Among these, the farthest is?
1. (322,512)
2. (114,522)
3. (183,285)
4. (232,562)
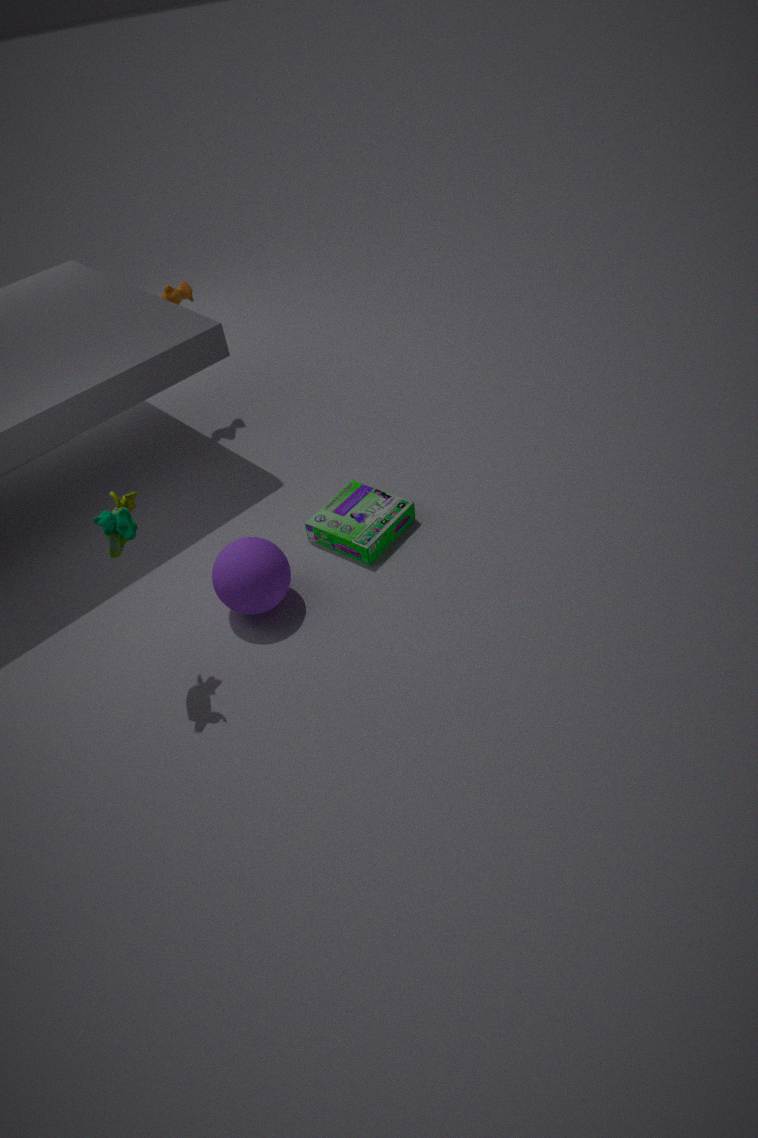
(183,285)
